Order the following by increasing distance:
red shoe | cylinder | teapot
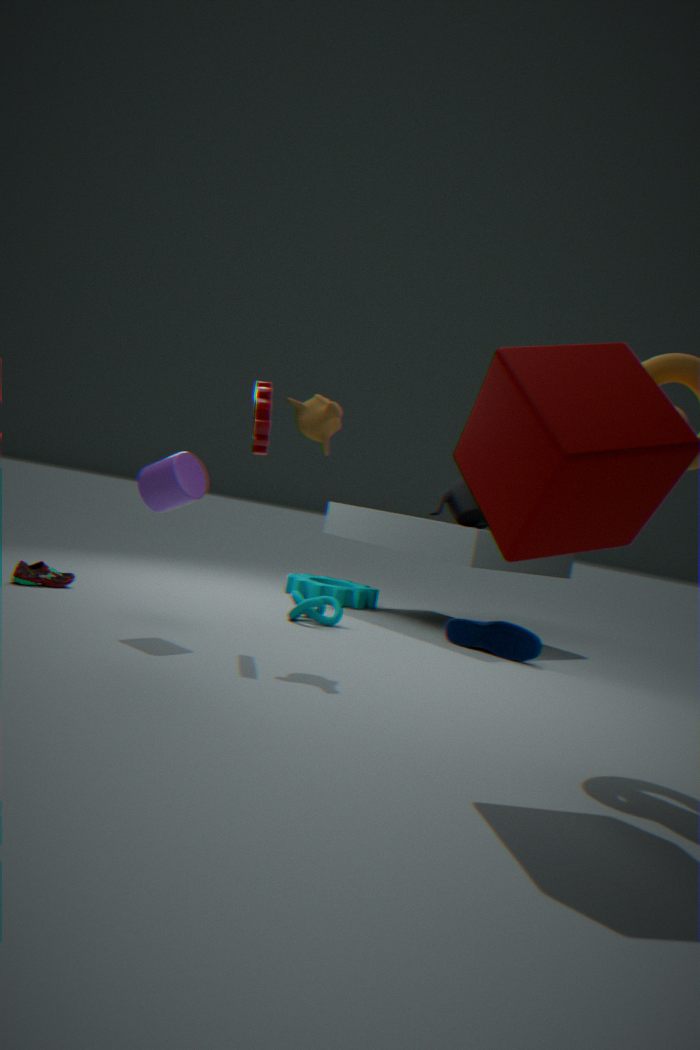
cylinder, red shoe, teapot
